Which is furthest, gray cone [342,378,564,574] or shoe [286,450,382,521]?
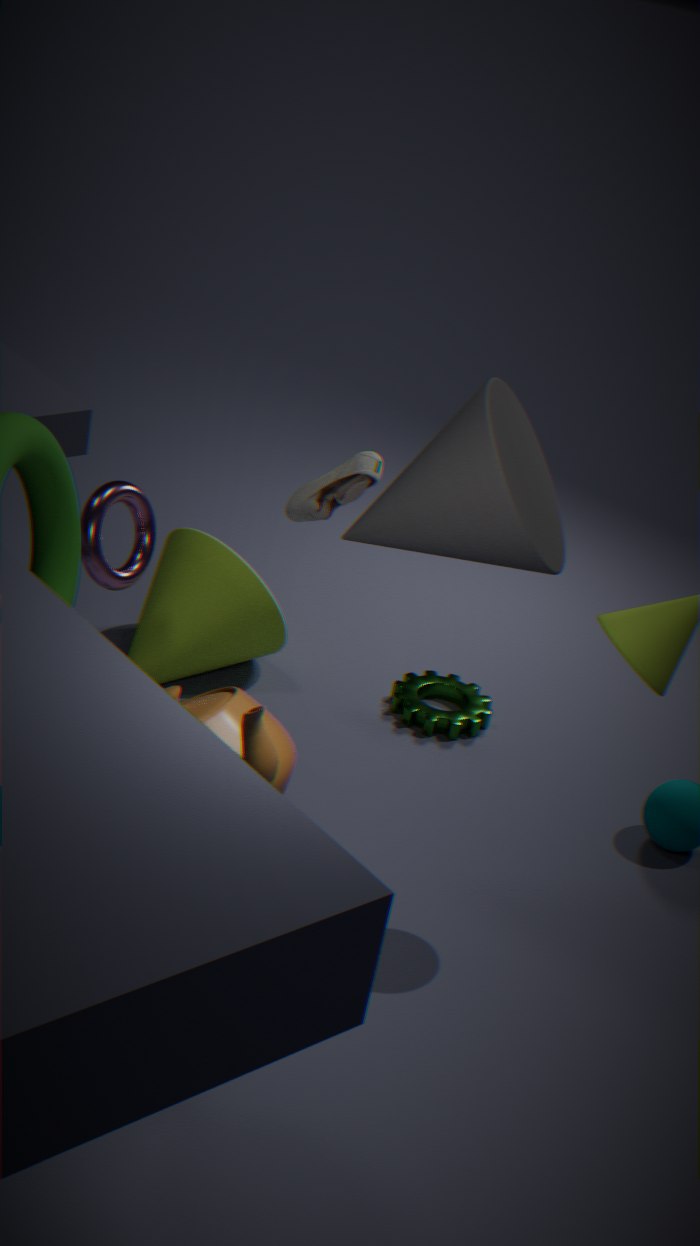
shoe [286,450,382,521]
